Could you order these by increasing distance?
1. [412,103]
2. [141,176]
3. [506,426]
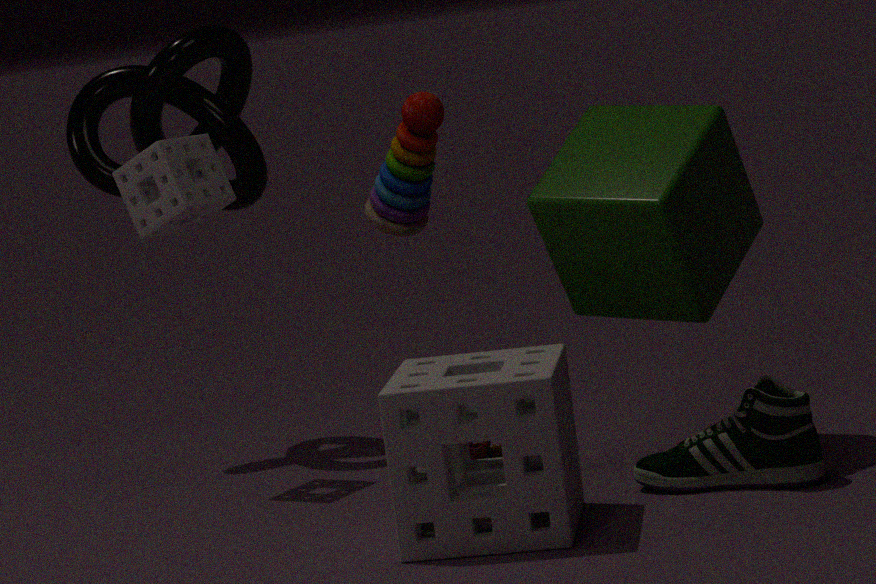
[412,103] → [506,426] → [141,176]
